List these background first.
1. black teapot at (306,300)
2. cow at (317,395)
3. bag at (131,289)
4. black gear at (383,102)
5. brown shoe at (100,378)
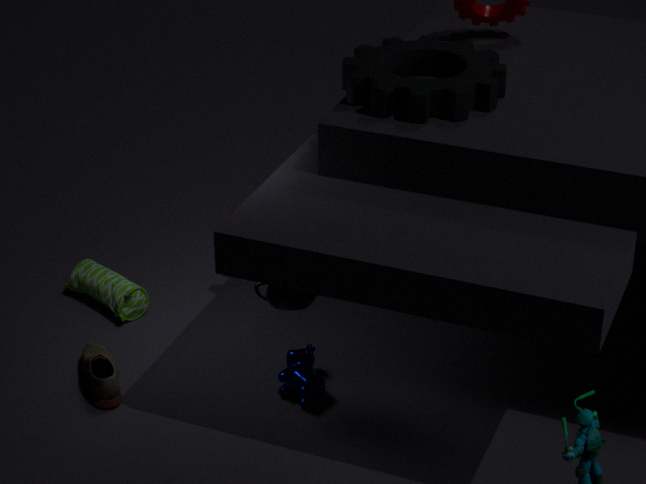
bag at (131,289) → cow at (317,395) → brown shoe at (100,378) → black teapot at (306,300) → black gear at (383,102)
